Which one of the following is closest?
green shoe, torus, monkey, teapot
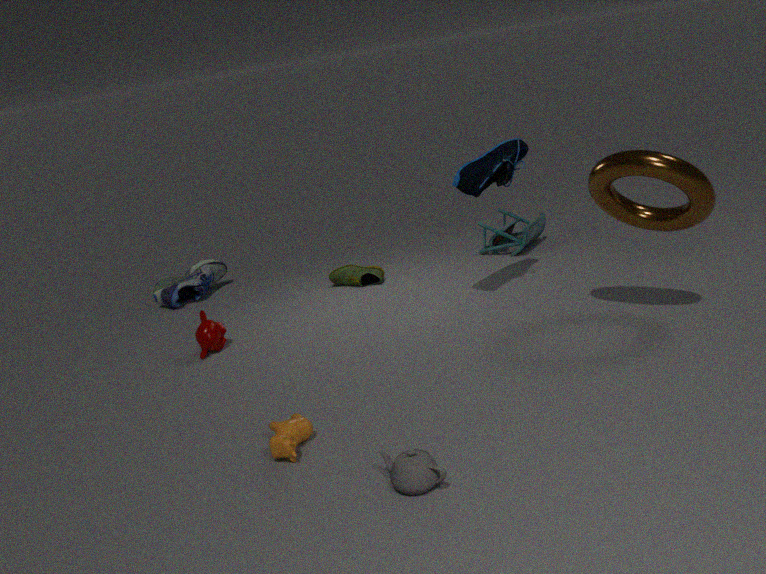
teapot
